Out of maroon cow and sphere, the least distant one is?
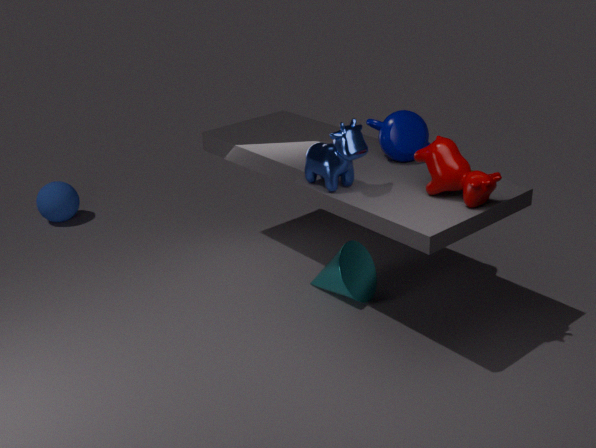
maroon cow
